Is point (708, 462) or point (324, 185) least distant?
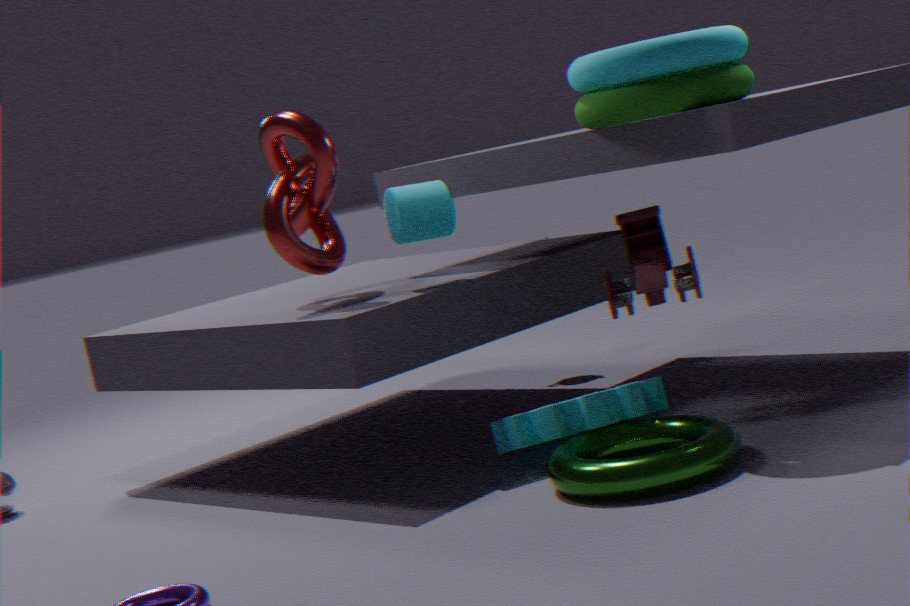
point (708, 462)
